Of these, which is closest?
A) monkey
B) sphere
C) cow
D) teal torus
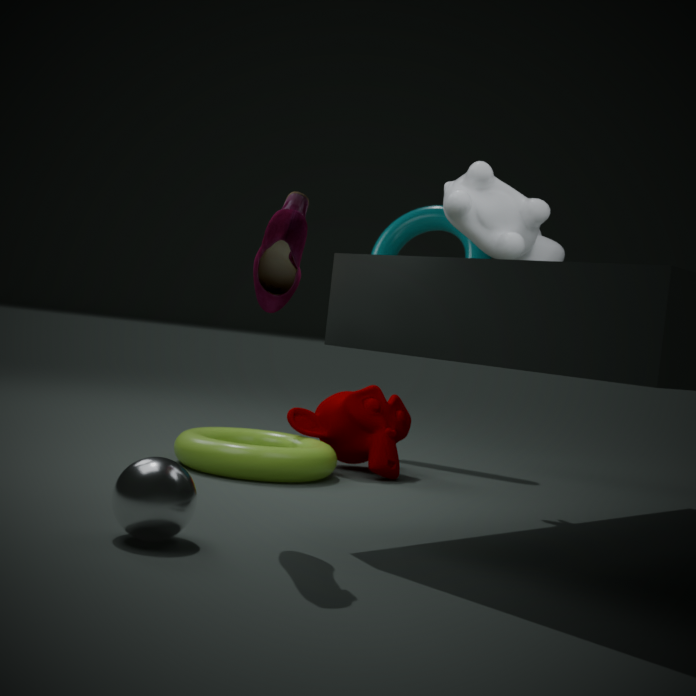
sphere
